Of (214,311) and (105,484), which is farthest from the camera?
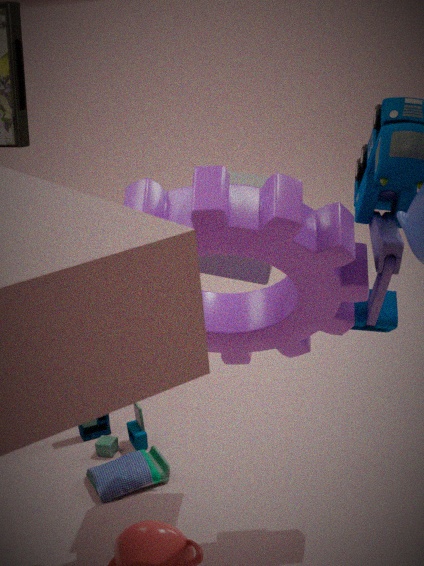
(105,484)
